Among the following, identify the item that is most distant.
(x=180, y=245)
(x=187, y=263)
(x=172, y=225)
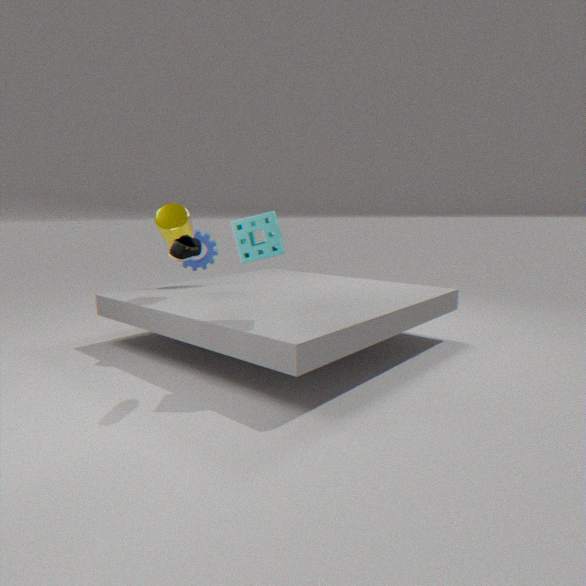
(x=187, y=263)
